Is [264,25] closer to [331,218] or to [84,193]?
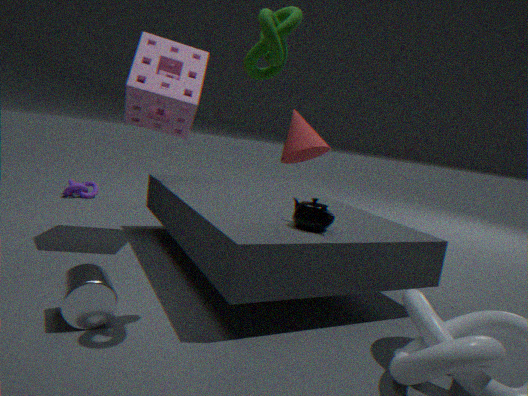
[331,218]
